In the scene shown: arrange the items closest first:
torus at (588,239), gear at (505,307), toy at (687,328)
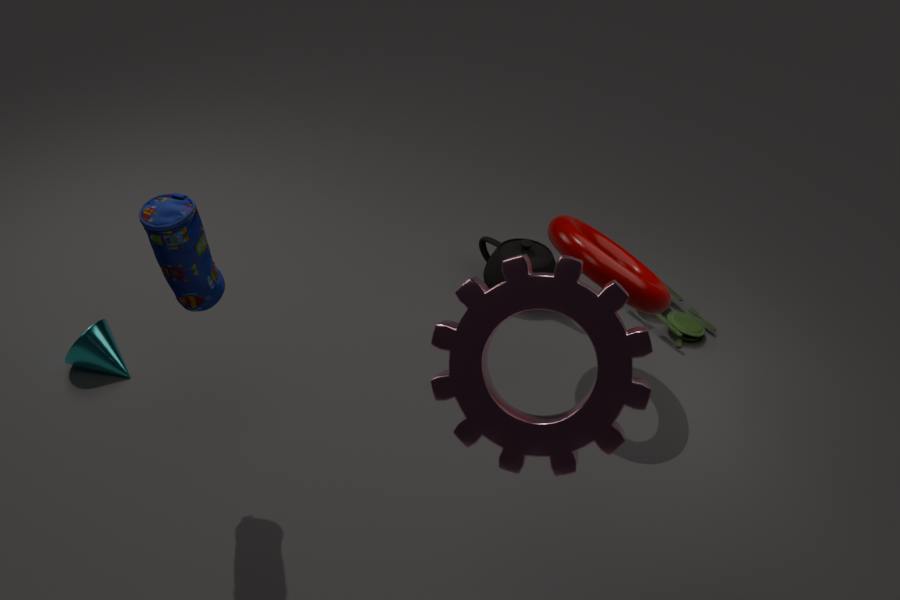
1. gear at (505,307)
2. torus at (588,239)
3. toy at (687,328)
